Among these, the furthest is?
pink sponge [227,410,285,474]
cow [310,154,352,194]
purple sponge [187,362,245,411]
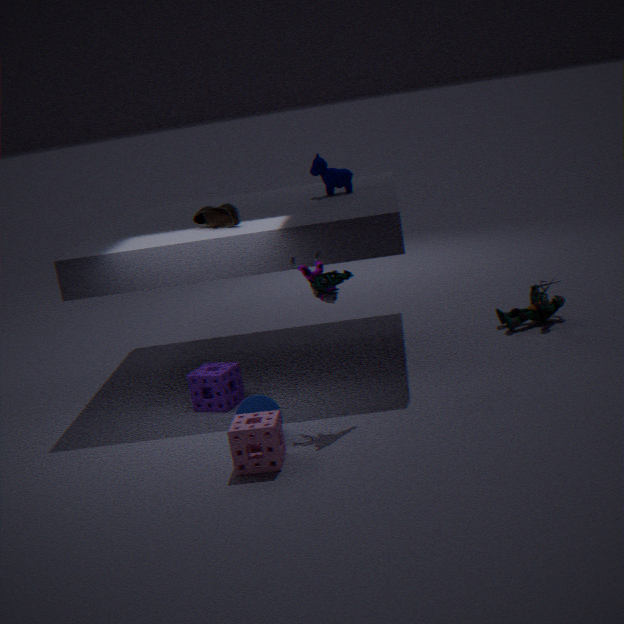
cow [310,154,352,194]
